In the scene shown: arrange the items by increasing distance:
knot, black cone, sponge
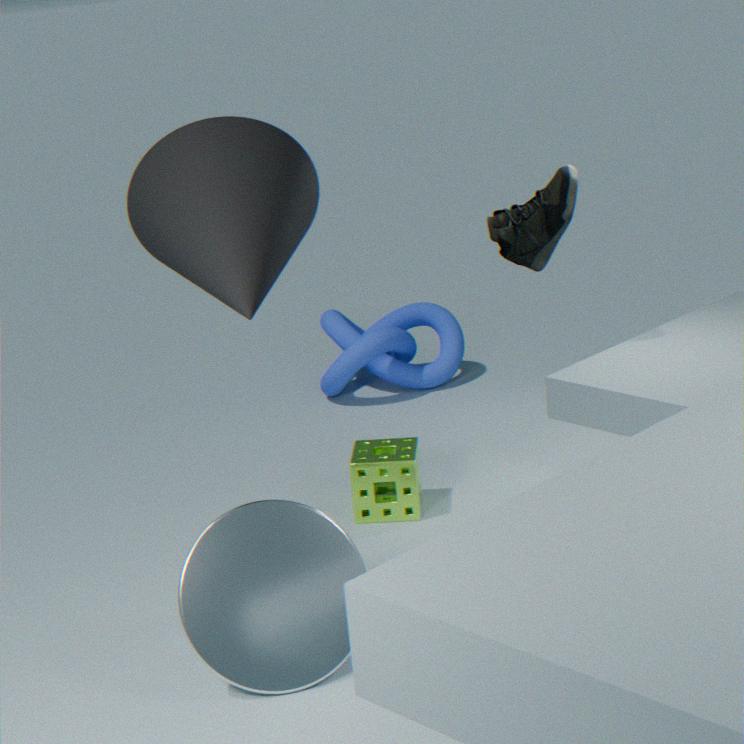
black cone
sponge
knot
